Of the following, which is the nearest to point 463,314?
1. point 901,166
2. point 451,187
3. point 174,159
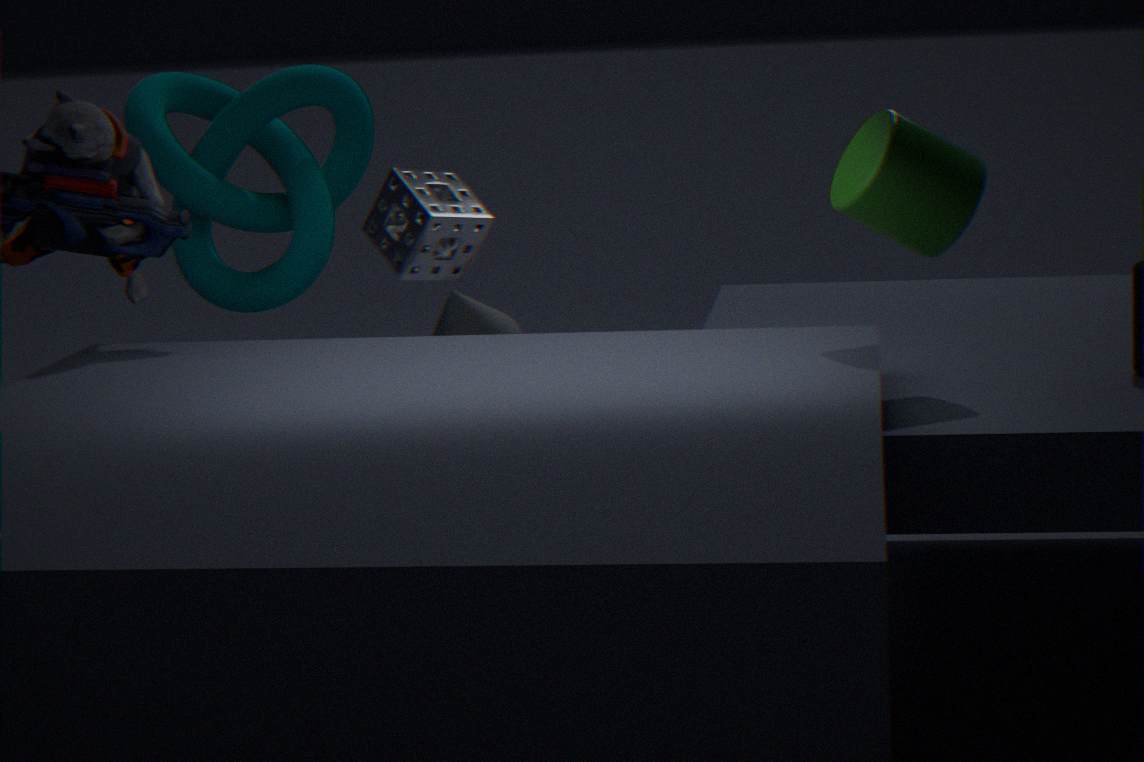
point 451,187
